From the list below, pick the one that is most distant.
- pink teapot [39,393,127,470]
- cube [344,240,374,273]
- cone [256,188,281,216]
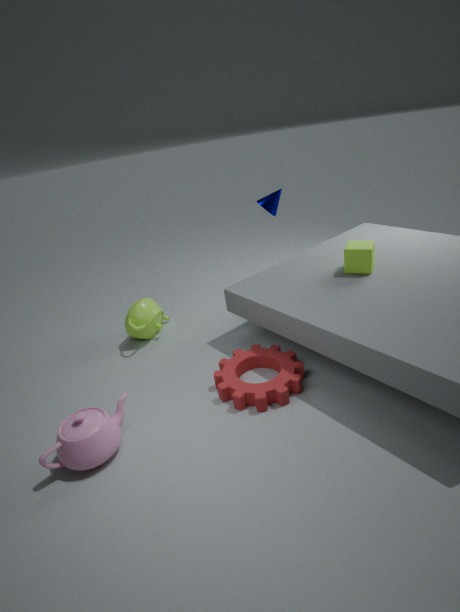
cone [256,188,281,216]
